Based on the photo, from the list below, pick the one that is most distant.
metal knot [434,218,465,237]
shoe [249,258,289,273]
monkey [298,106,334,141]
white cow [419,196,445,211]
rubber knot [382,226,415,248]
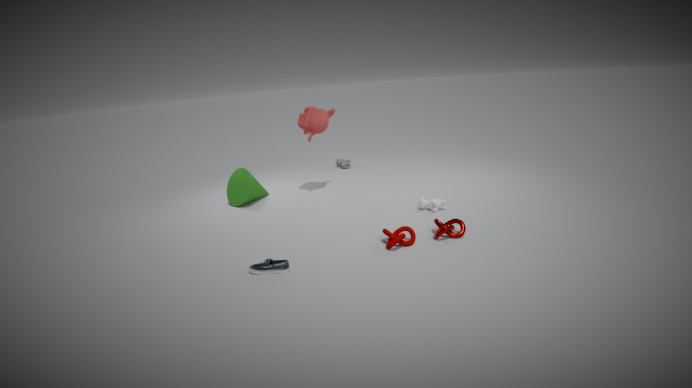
monkey [298,106,334,141]
